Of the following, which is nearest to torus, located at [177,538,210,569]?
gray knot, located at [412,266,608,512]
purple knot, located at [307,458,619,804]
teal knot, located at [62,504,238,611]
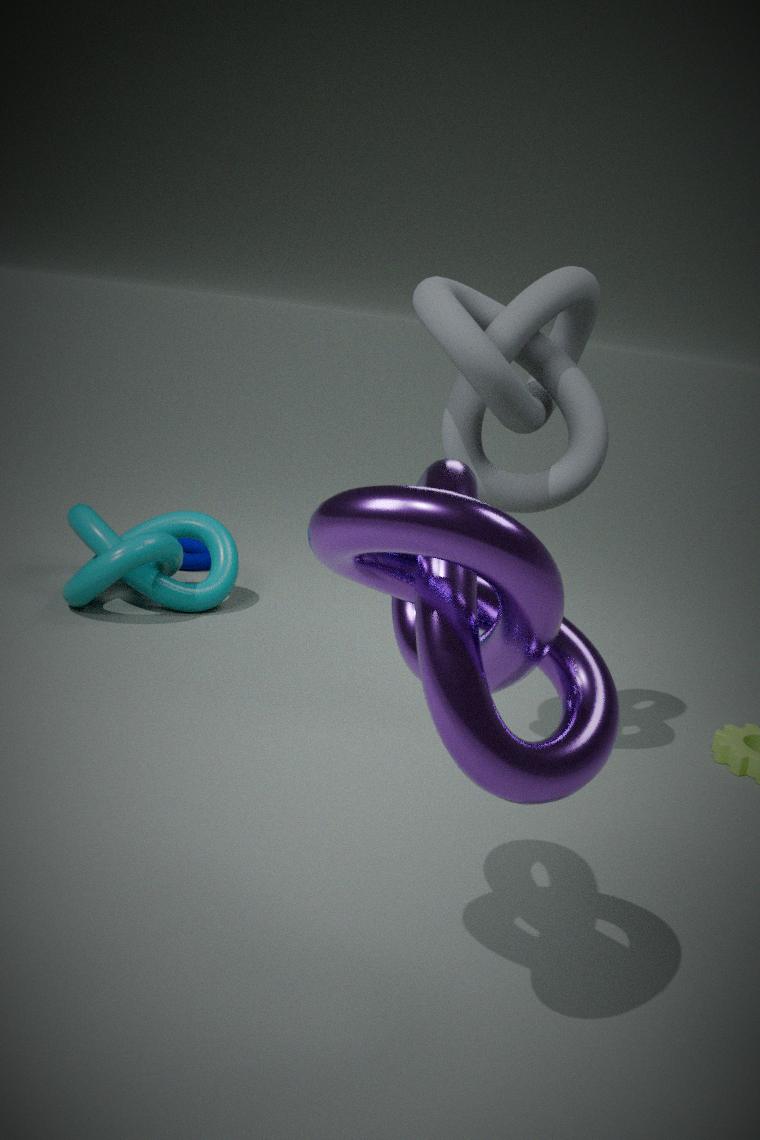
teal knot, located at [62,504,238,611]
